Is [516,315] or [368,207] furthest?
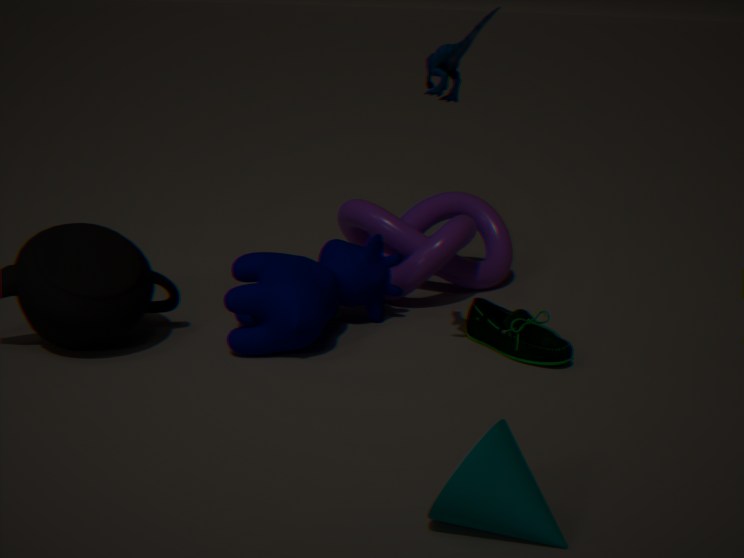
[368,207]
